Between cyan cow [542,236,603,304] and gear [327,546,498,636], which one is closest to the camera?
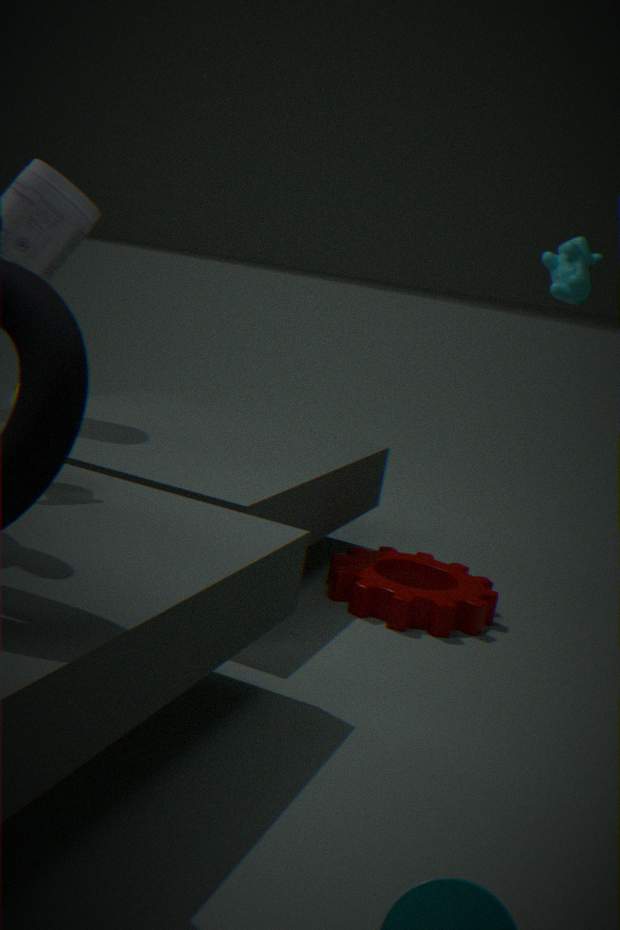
cyan cow [542,236,603,304]
